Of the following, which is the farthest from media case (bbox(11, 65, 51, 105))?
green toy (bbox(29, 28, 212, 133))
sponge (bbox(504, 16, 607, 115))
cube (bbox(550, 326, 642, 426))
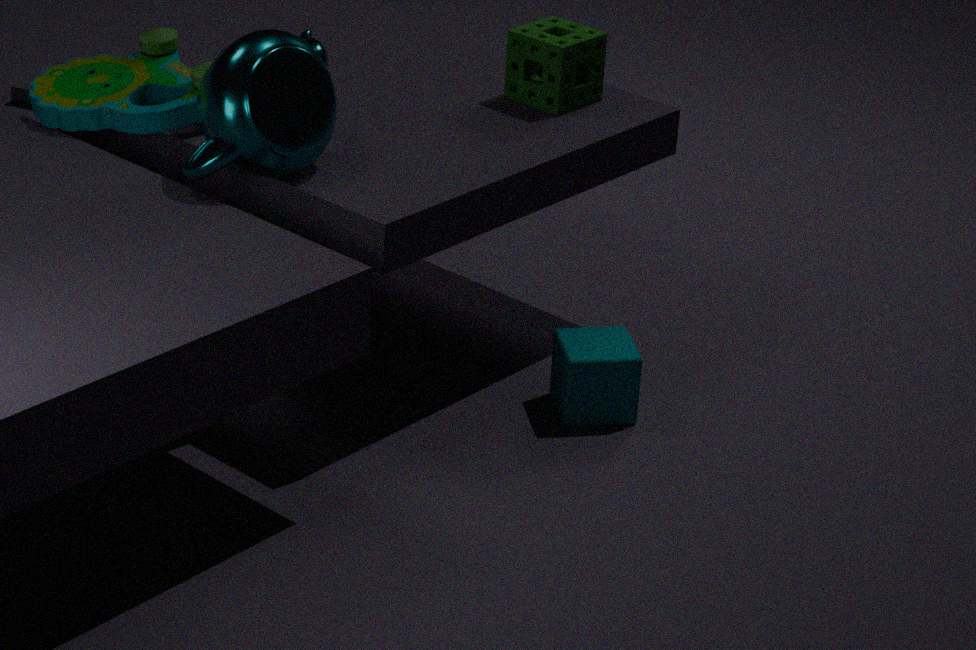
cube (bbox(550, 326, 642, 426))
